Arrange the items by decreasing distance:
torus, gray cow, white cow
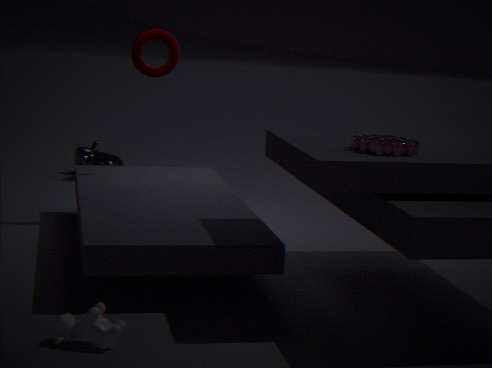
gray cow
torus
white cow
